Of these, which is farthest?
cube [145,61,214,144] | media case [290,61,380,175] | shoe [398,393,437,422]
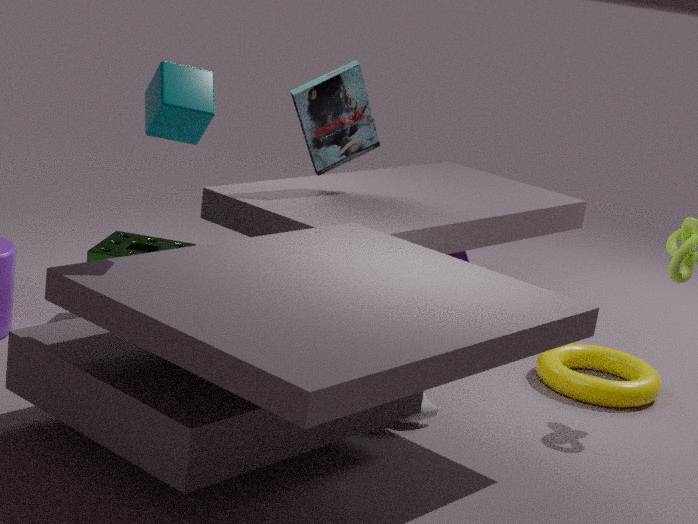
media case [290,61,380,175]
